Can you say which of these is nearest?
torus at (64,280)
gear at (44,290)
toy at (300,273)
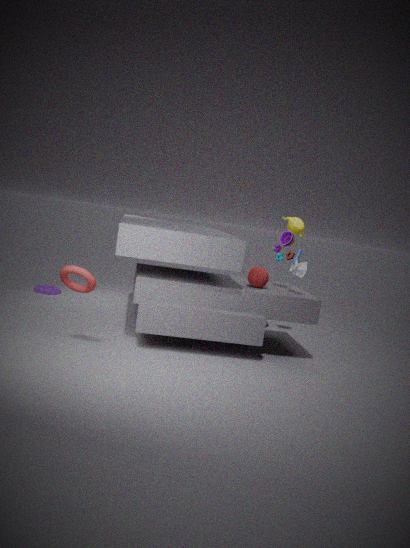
torus at (64,280)
